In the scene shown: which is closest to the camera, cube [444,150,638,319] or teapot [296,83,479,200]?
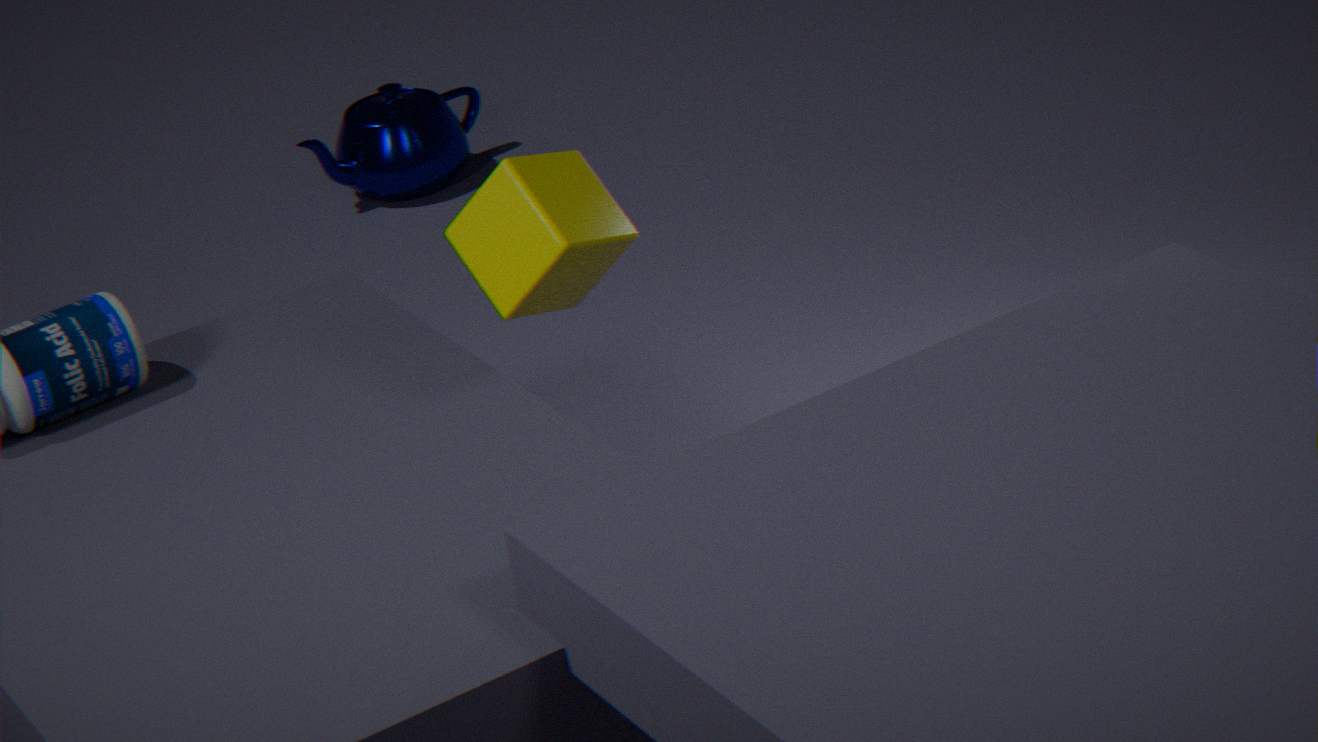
cube [444,150,638,319]
